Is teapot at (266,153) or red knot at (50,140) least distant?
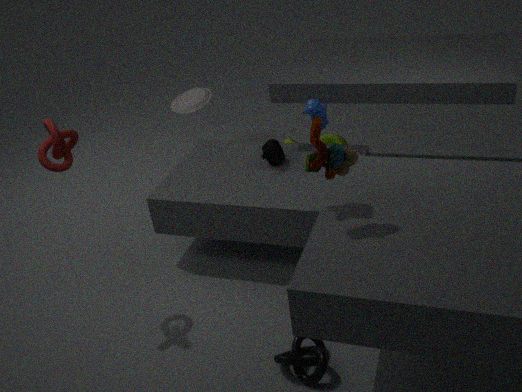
red knot at (50,140)
